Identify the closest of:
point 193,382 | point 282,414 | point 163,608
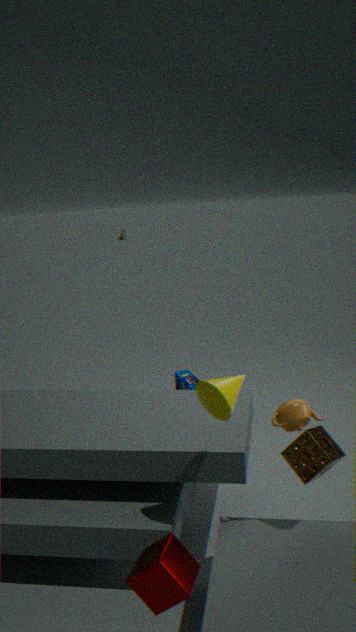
point 163,608
